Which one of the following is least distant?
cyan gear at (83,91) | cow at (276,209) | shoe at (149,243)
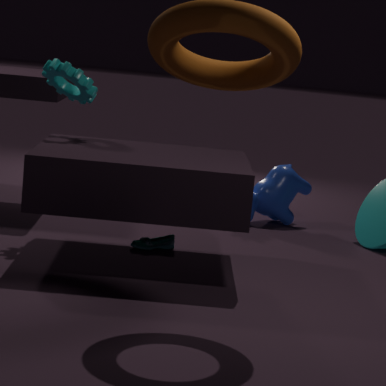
cyan gear at (83,91)
